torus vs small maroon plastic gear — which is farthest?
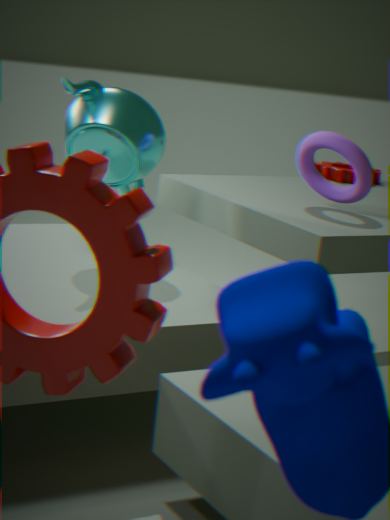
small maroon plastic gear
